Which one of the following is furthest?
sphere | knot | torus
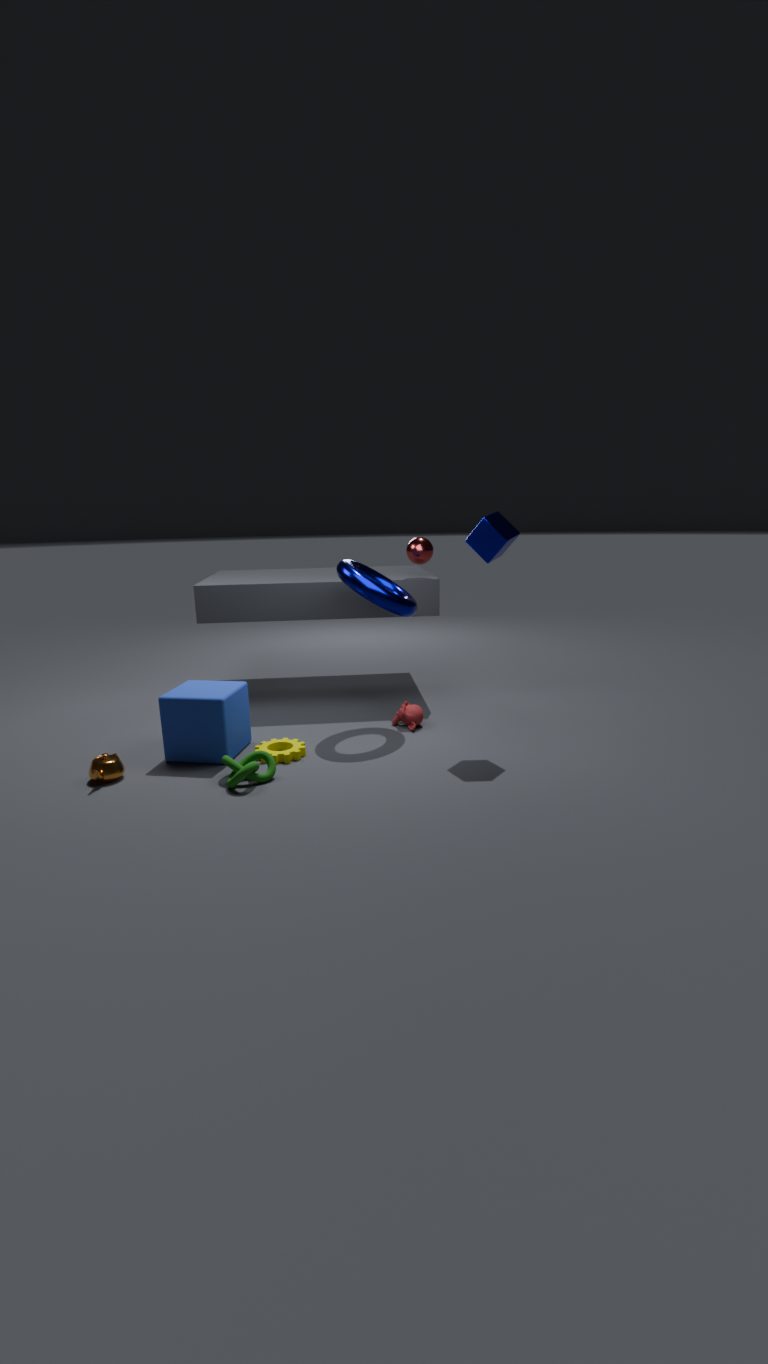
sphere
